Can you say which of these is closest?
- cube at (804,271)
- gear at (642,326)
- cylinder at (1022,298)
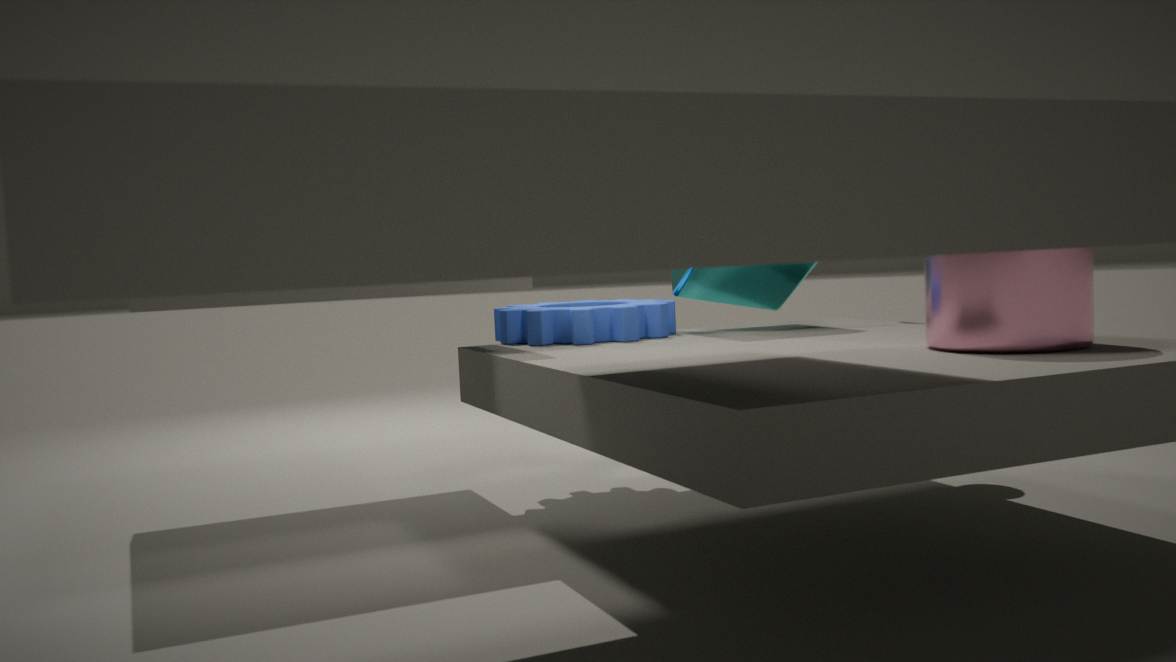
cylinder at (1022,298)
